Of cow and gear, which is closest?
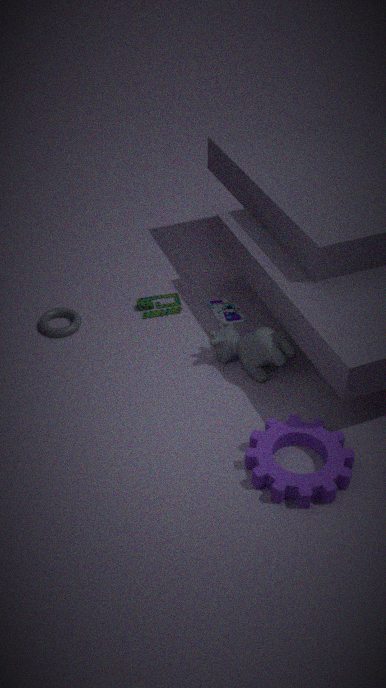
gear
